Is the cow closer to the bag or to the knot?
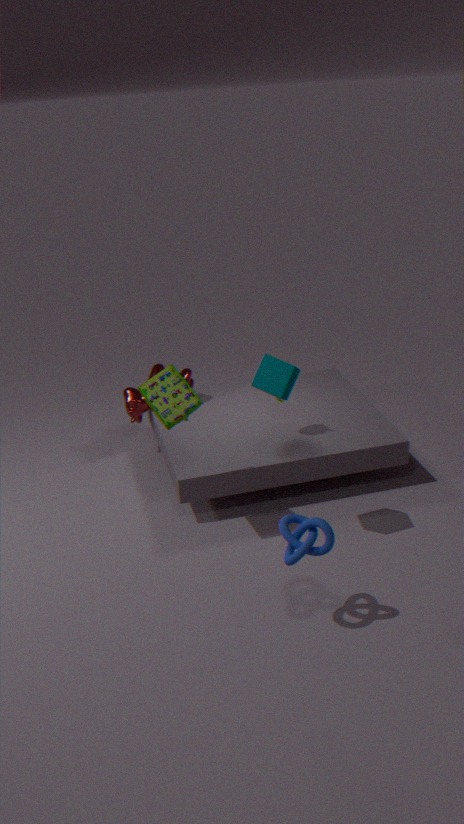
the bag
